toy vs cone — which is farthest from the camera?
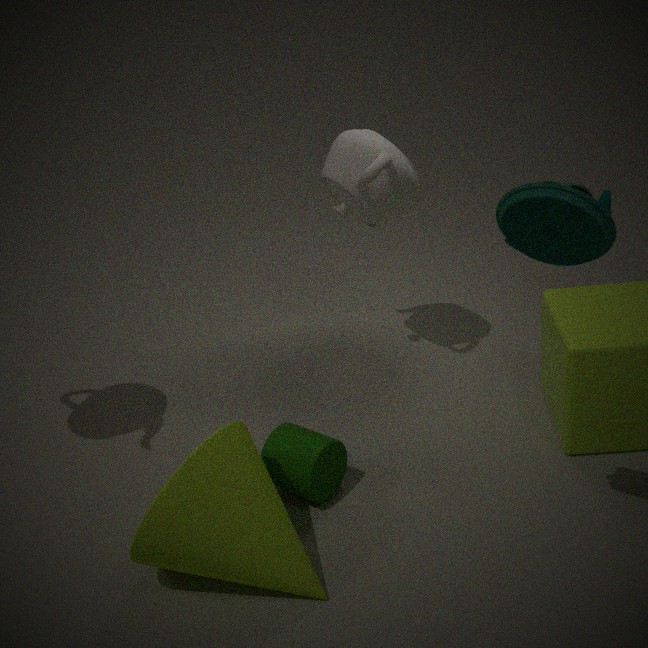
cone
